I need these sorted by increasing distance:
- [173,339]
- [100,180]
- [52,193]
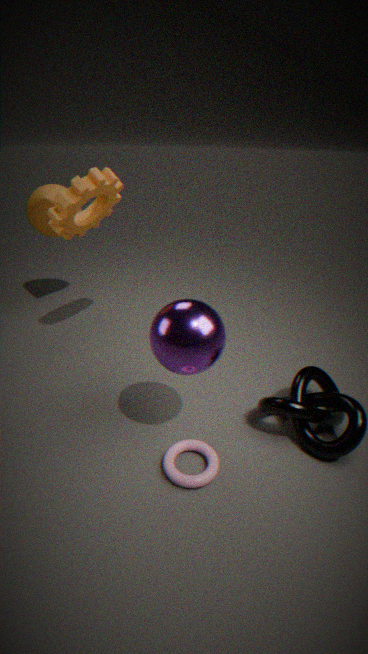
[173,339]
[100,180]
[52,193]
